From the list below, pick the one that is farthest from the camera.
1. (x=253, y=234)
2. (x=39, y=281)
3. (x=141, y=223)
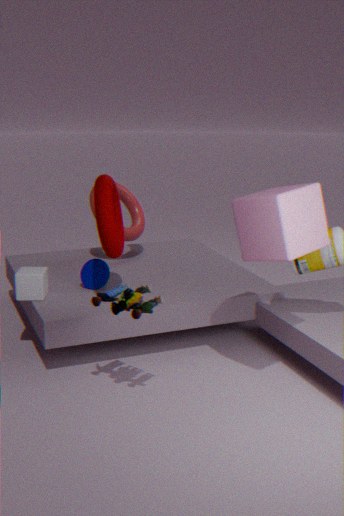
(x=141, y=223)
